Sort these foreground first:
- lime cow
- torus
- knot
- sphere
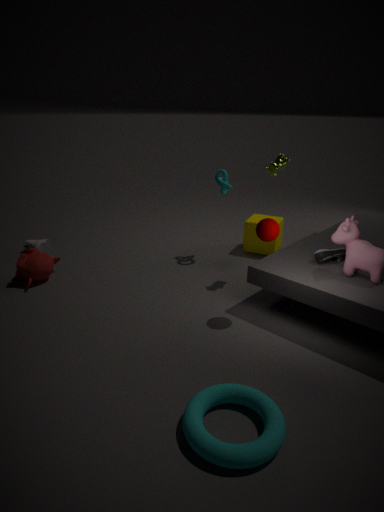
torus, sphere, lime cow, knot
